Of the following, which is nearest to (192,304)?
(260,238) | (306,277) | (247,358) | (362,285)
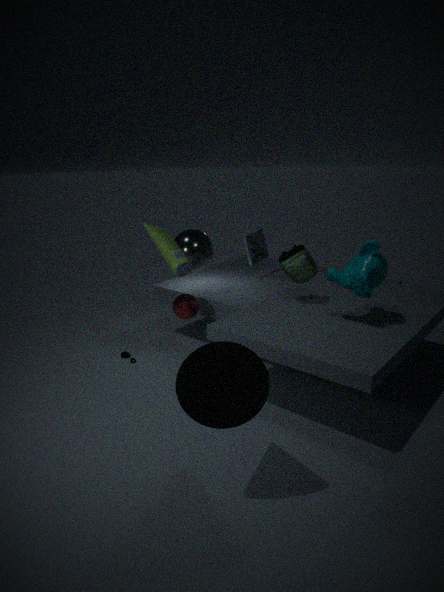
(306,277)
